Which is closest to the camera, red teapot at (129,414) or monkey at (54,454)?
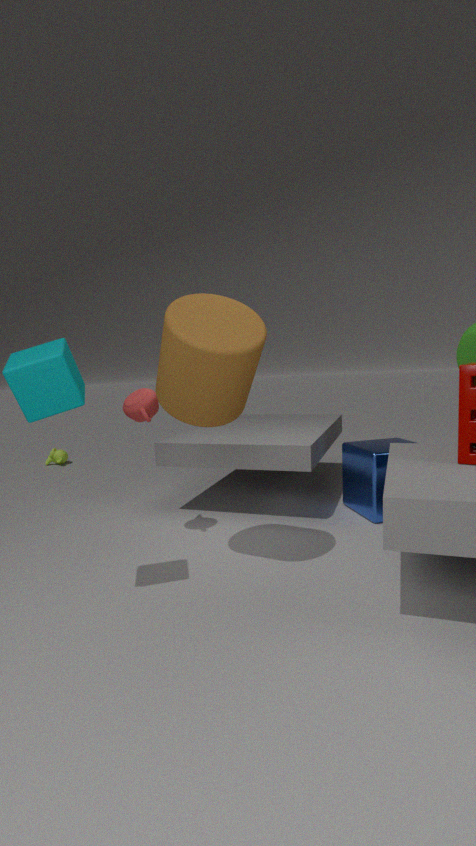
red teapot at (129,414)
